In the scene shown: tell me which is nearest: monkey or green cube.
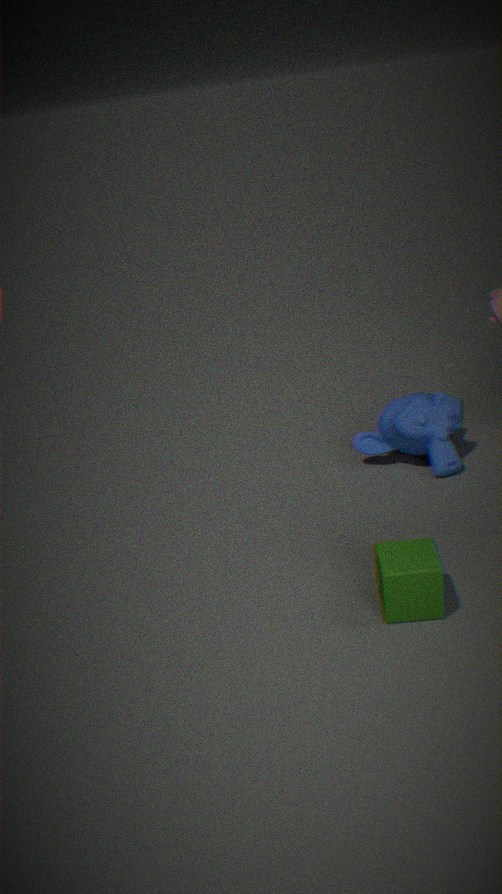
green cube
